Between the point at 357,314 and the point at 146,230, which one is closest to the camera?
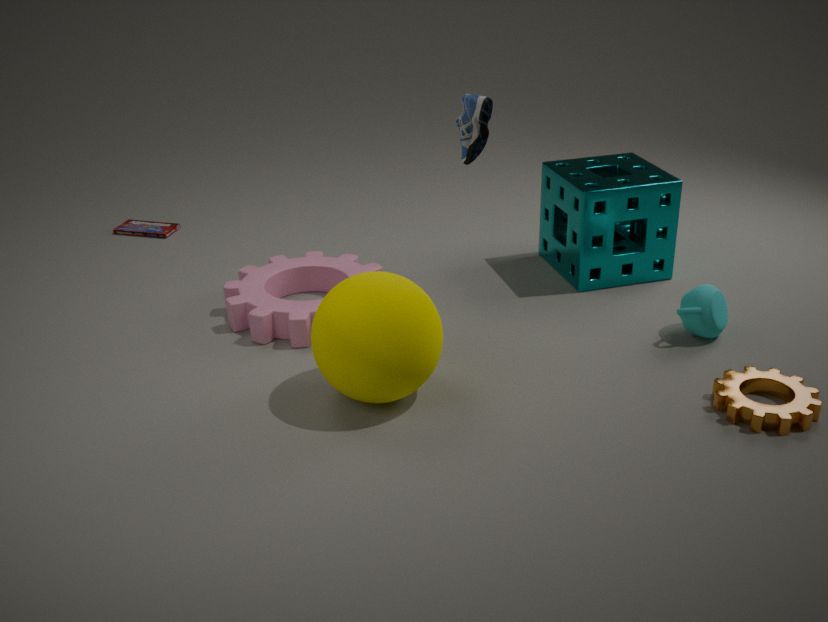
the point at 357,314
